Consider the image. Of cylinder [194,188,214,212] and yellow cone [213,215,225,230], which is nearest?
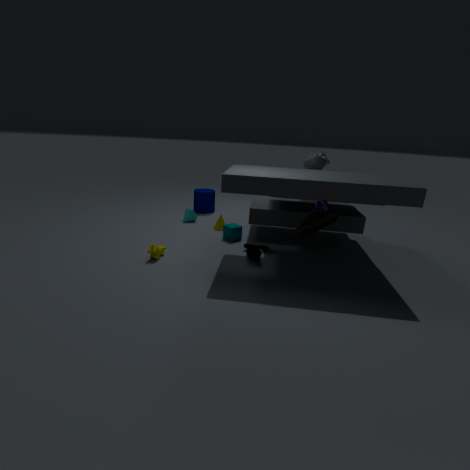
yellow cone [213,215,225,230]
